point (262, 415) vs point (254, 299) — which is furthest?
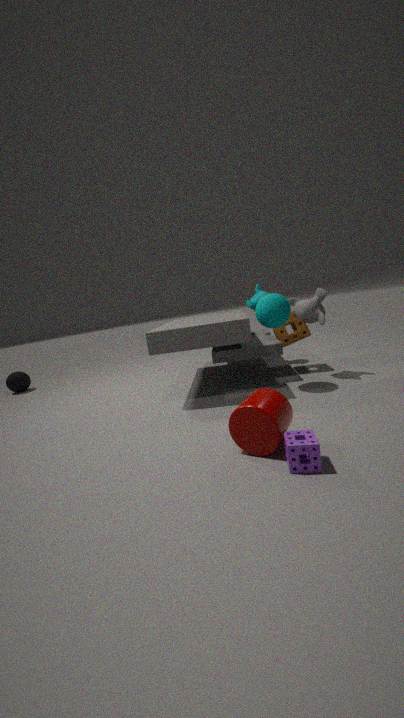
point (254, 299)
